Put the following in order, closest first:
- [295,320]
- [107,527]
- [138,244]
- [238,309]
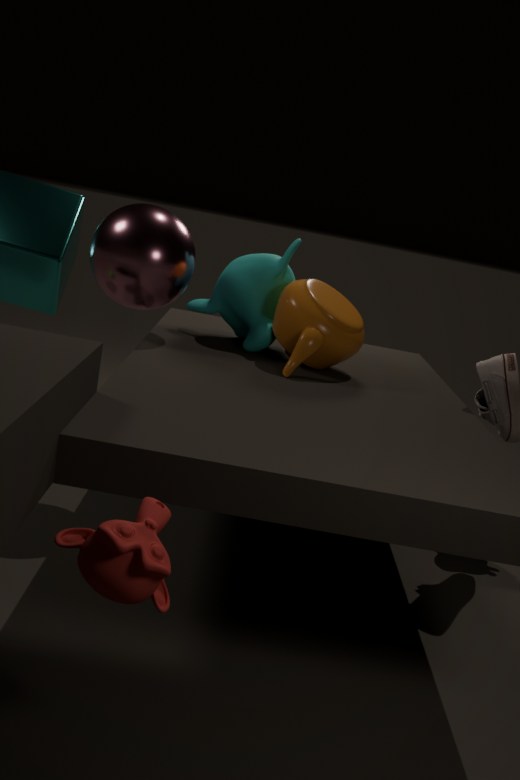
[107,527] < [138,244] < [295,320] < [238,309]
